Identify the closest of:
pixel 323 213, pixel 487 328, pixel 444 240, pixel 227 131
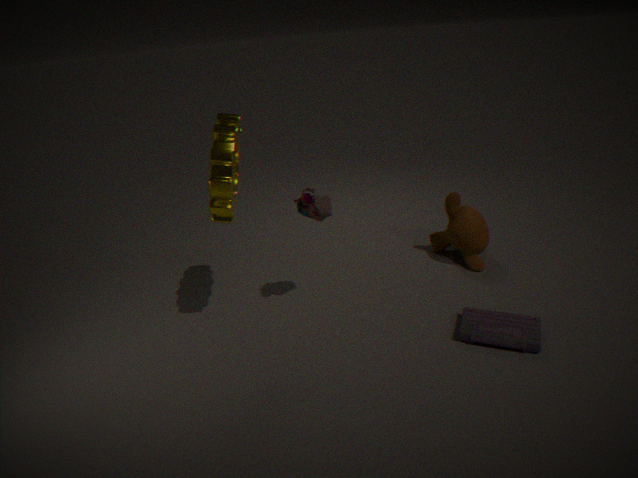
pixel 227 131
